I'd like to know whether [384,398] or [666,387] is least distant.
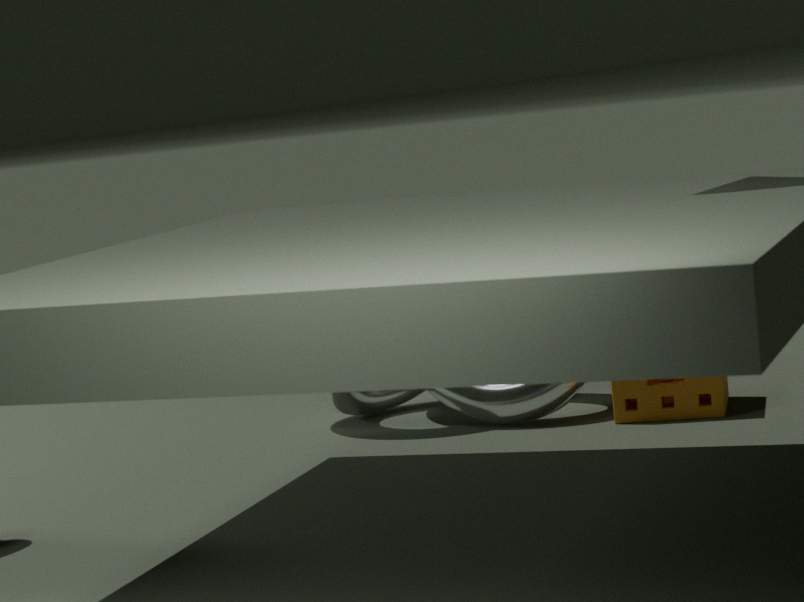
[666,387]
